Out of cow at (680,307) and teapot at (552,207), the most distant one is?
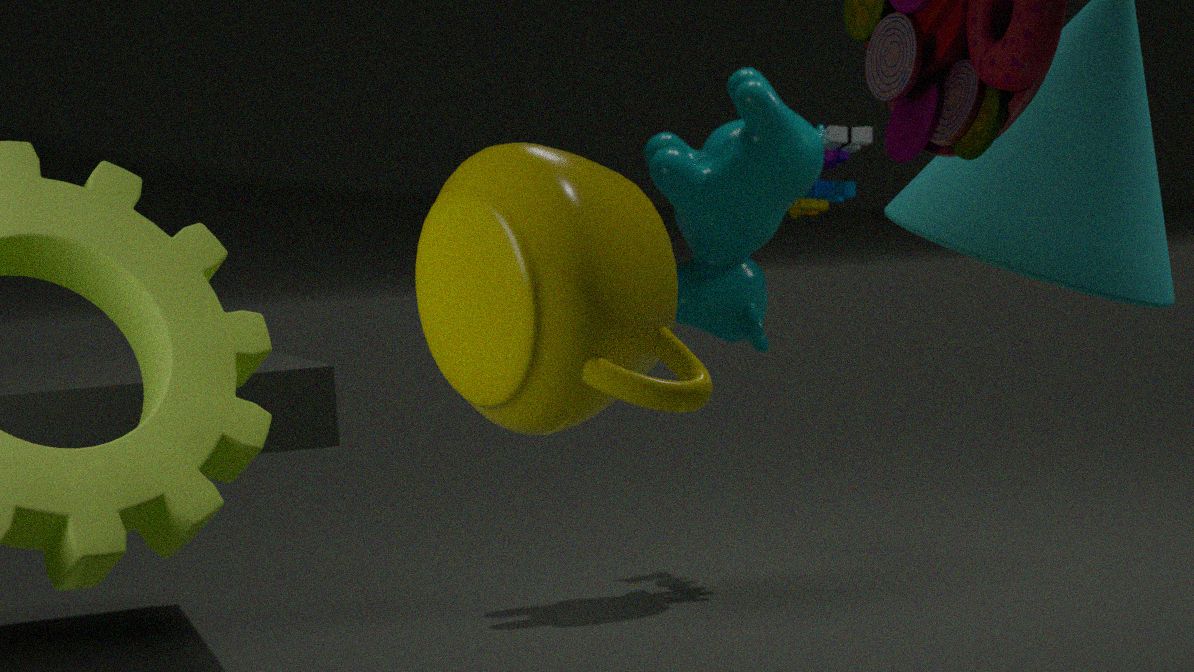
cow at (680,307)
